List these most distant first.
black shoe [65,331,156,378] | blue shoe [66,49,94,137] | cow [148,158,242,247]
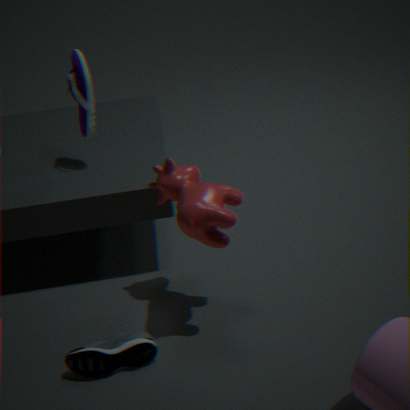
blue shoe [66,49,94,137] → black shoe [65,331,156,378] → cow [148,158,242,247]
